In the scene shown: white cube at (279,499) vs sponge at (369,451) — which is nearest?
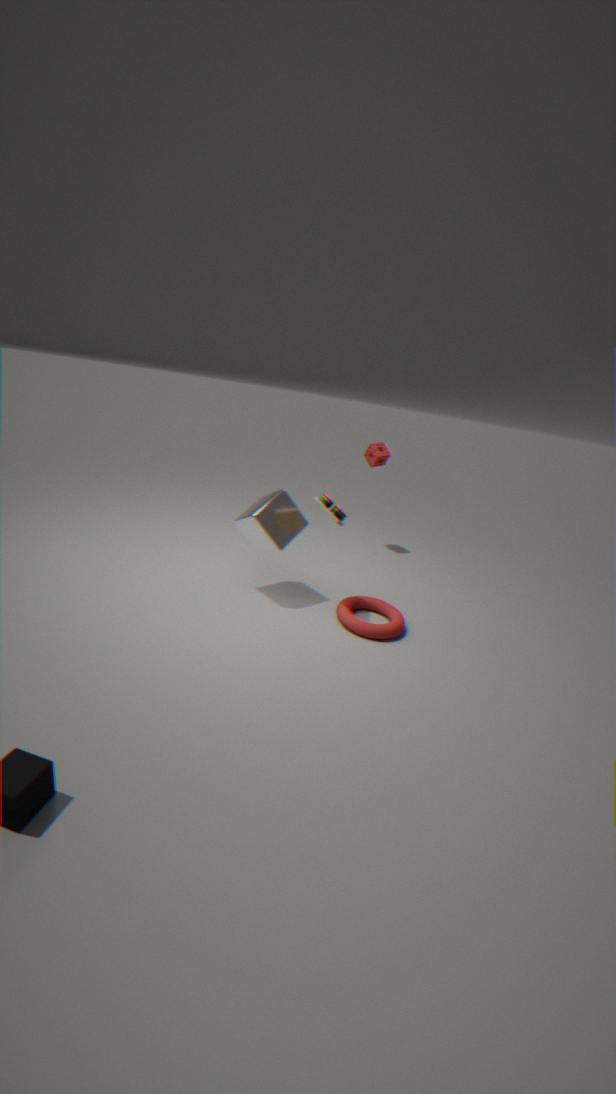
white cube at (279,499)
